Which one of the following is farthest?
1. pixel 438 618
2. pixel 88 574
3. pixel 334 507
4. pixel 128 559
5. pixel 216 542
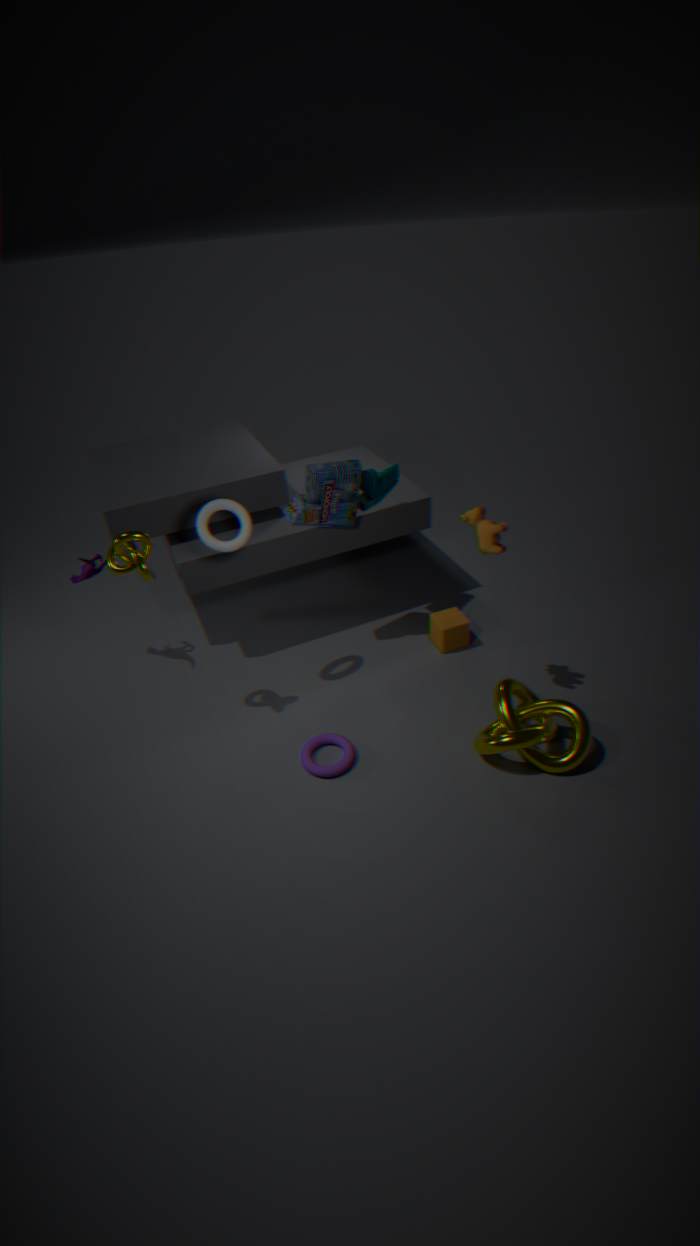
pixel 438 618
